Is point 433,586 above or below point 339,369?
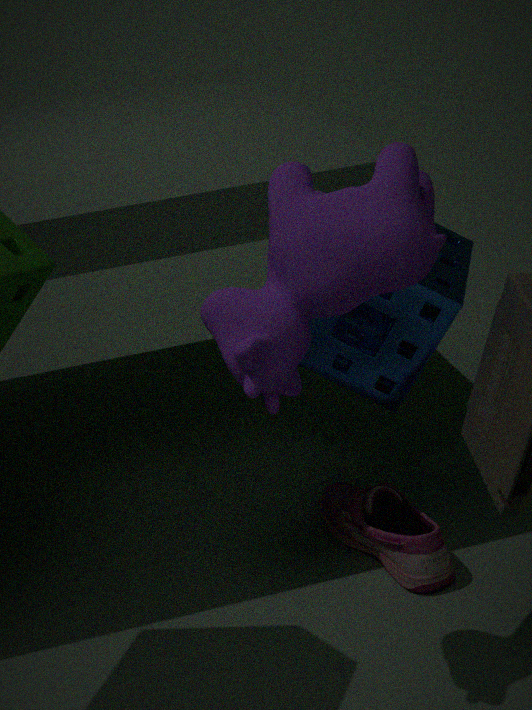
below
